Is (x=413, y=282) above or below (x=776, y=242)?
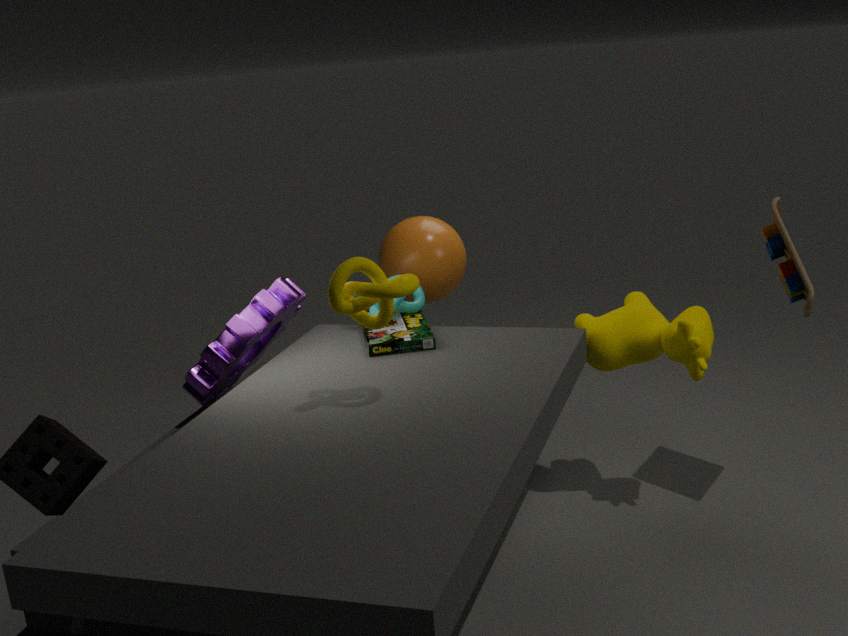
above
